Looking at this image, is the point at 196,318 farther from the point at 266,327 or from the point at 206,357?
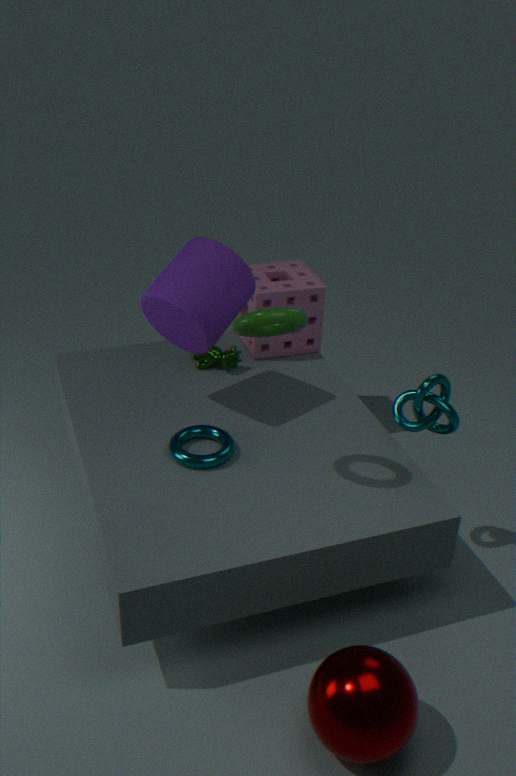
the point at 266,327
